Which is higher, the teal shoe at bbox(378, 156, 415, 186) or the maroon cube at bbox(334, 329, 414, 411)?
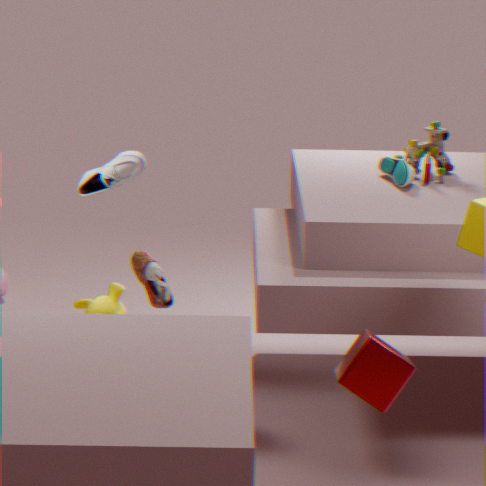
the teal shoe at bbox(378, 156, 415, 186)
